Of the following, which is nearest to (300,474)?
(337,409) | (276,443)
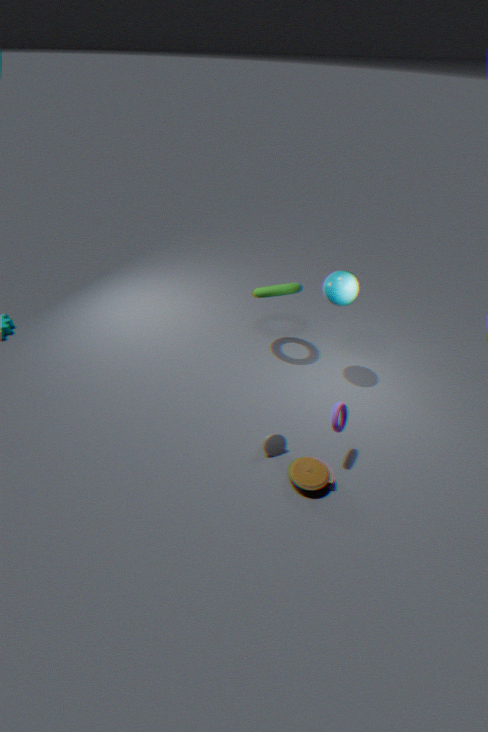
(276,443)
